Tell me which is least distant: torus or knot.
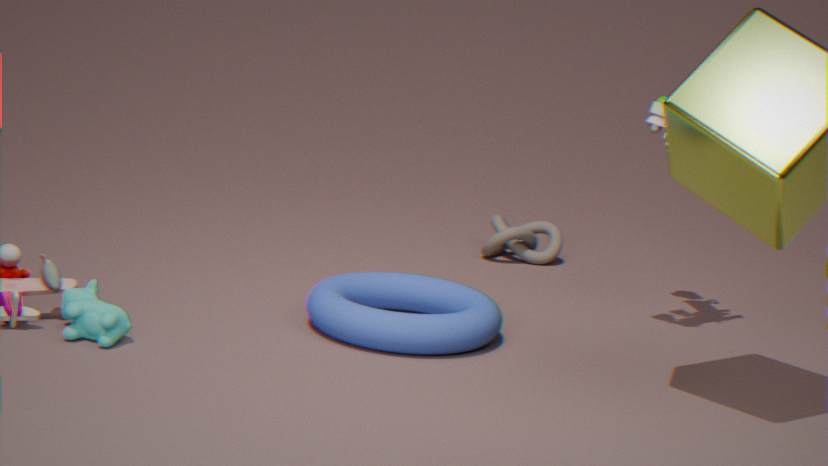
torus
